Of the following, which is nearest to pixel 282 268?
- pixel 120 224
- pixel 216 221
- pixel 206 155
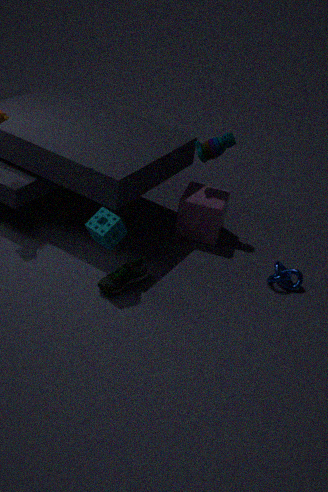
pixel 216 221
